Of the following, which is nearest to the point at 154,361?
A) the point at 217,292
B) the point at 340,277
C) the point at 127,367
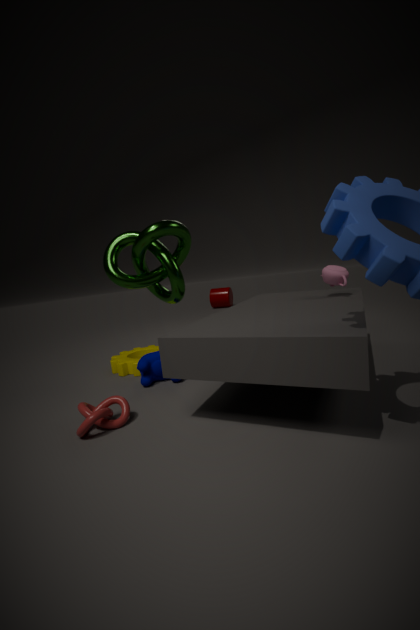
the point at 127,367
